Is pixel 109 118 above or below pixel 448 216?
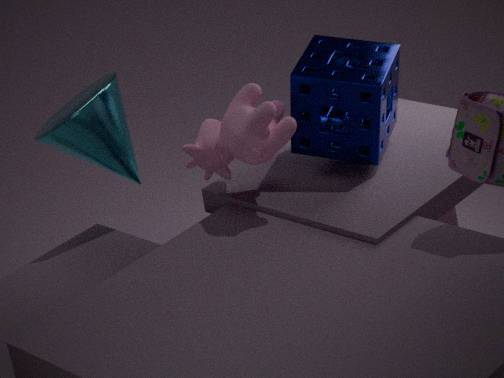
above
